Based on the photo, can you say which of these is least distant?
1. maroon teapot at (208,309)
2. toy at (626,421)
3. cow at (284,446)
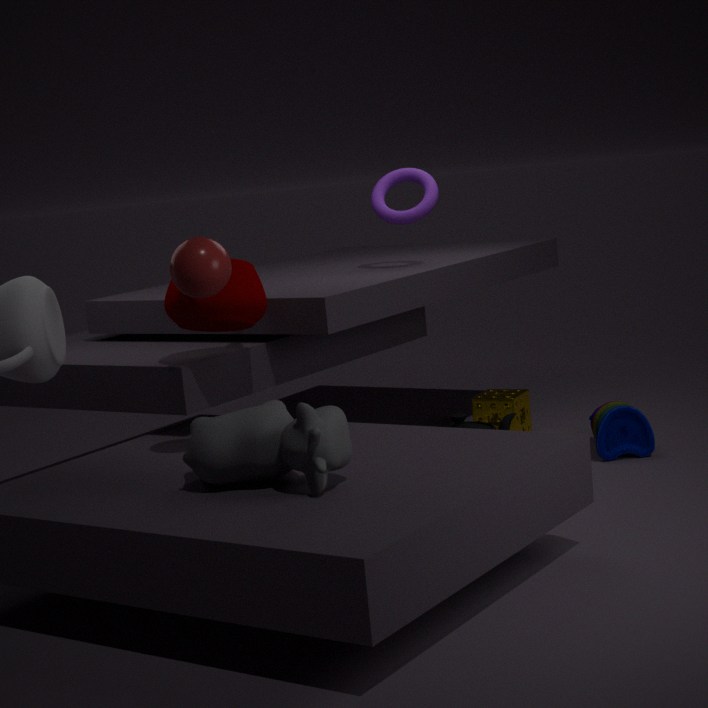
cow at (284,446)
